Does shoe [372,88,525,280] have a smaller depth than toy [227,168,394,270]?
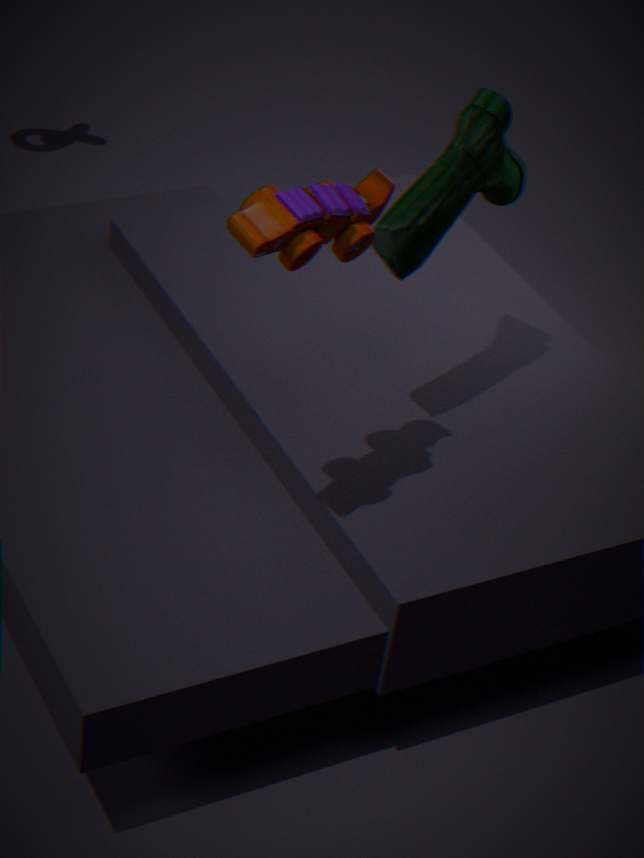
No
